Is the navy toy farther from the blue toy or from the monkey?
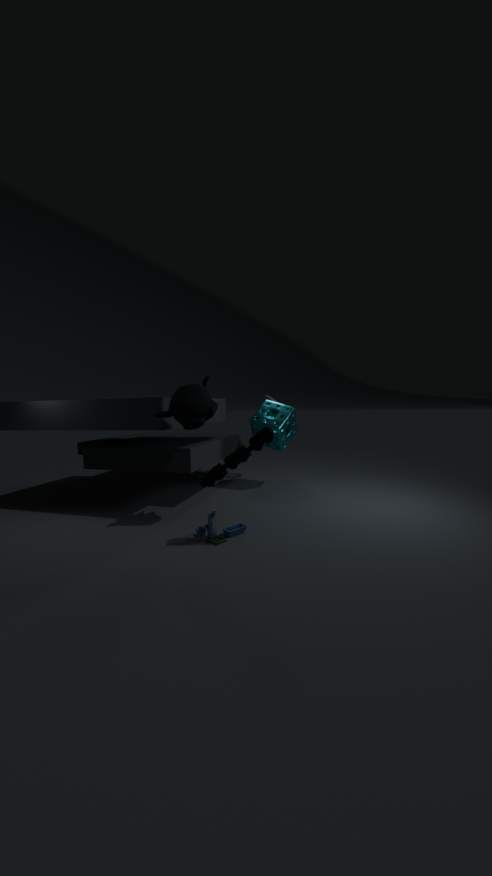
the monkey
